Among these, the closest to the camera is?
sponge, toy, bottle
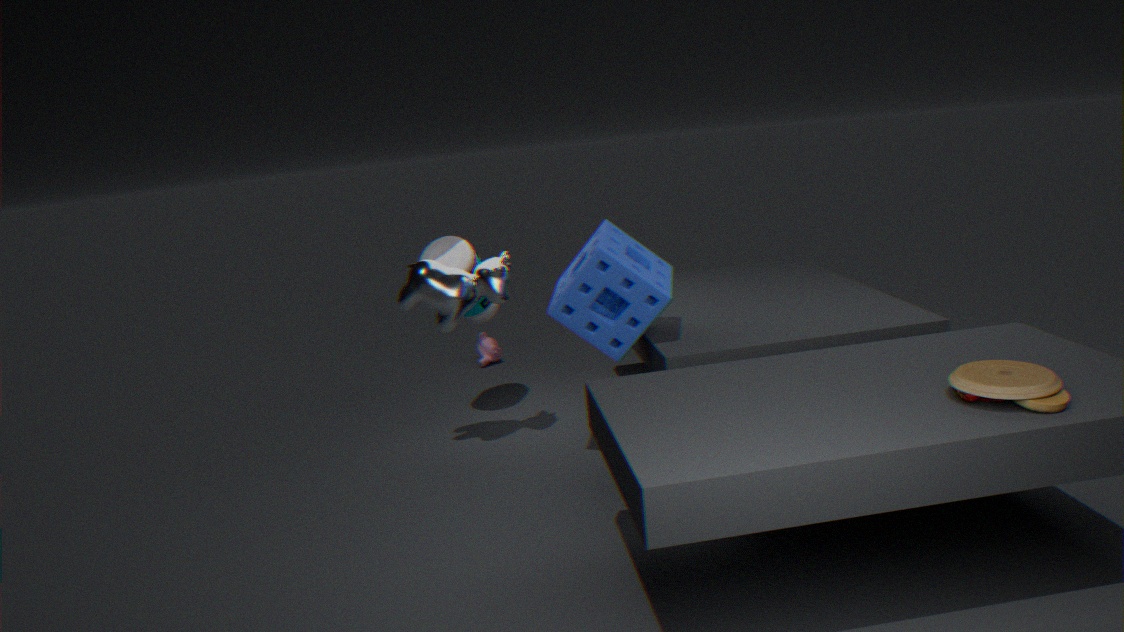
toy
